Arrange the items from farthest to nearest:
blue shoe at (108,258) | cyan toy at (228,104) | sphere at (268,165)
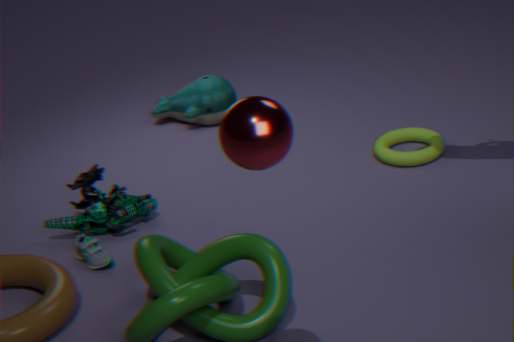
cyan toy at (228,104) < blue shoe at (108,258) < sphere at (268,165)
